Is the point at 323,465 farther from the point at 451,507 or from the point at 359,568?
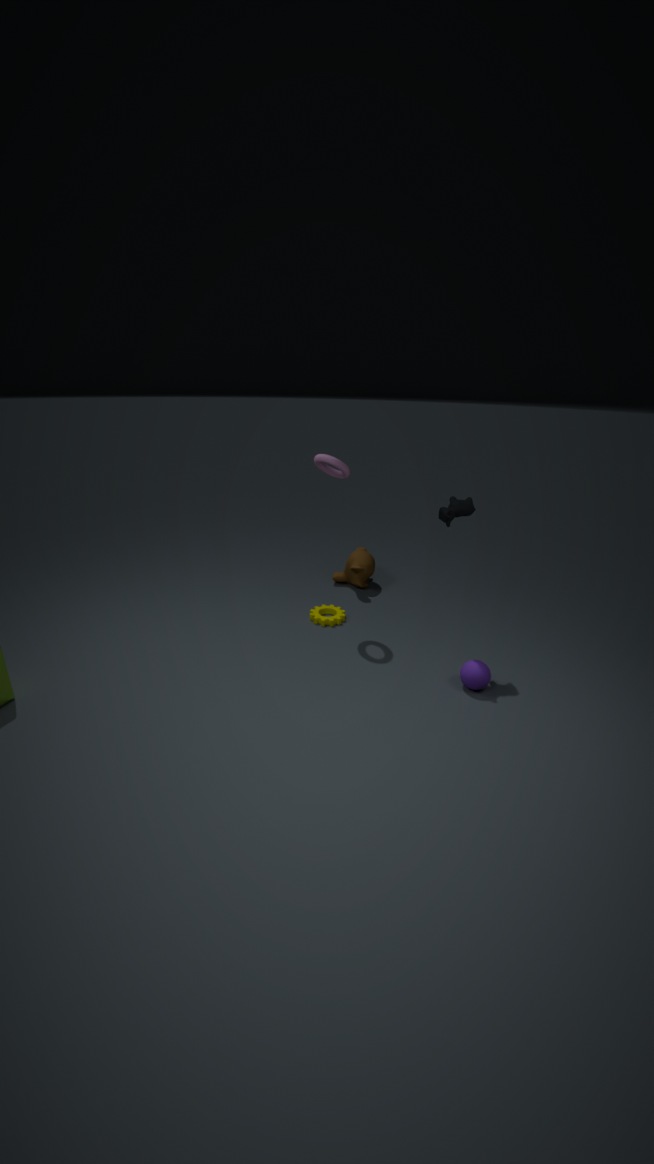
the point at 359,568
